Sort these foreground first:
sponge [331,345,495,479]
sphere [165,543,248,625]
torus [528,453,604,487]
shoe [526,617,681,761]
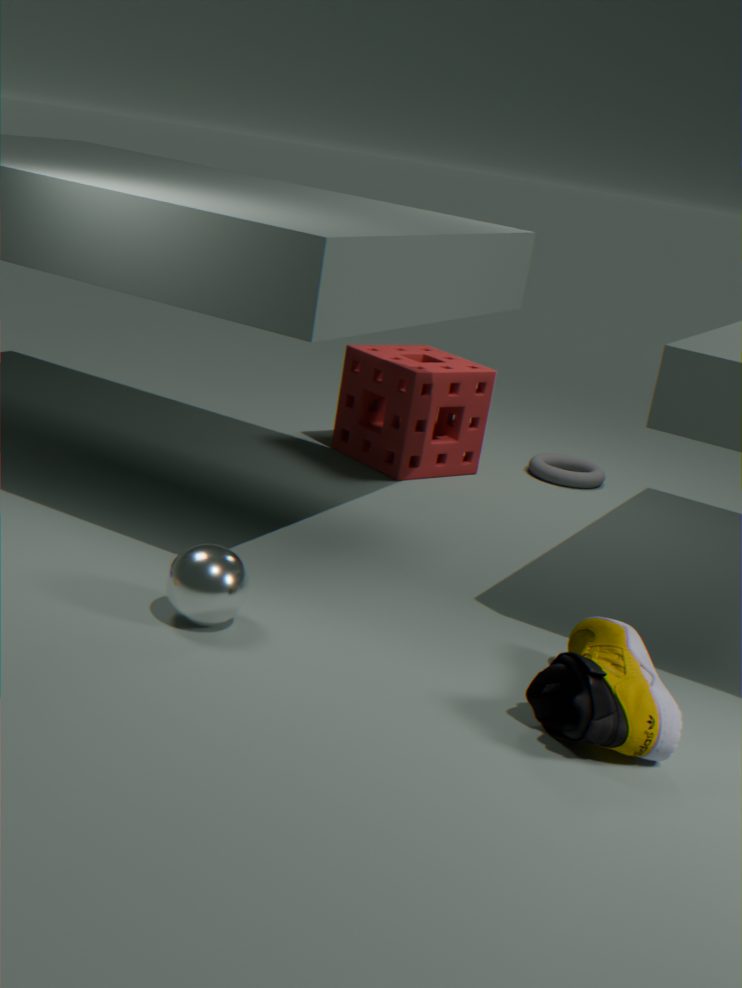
1. shoe [526,617,681,761]
2. sphere [165,543,248,625]
3. sponge [331,345,495,479]
4. torus [528,453,604,487]
